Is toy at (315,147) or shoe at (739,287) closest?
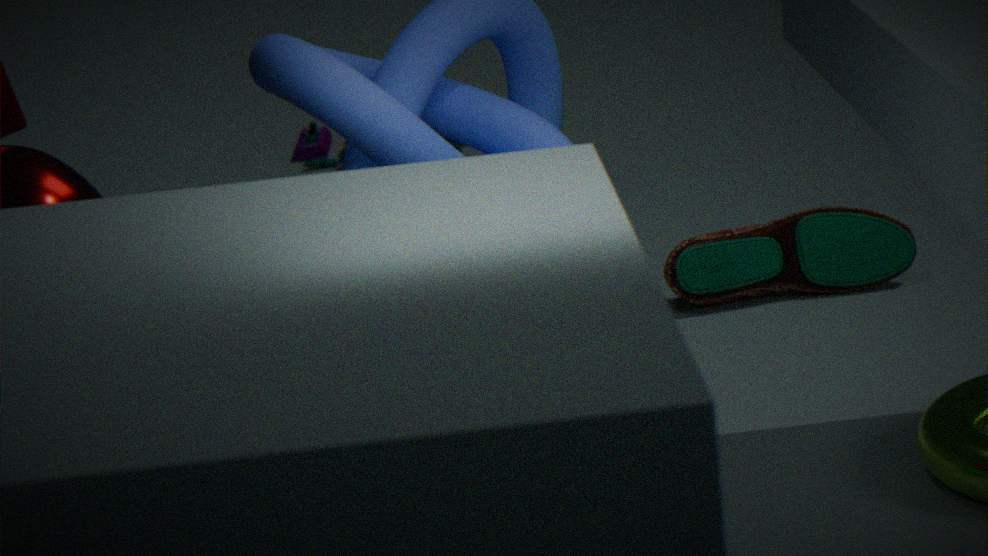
shoe at (739,287)
